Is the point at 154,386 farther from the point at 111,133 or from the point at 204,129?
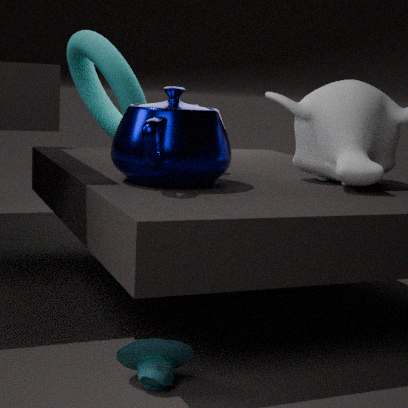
the point at 111,133
